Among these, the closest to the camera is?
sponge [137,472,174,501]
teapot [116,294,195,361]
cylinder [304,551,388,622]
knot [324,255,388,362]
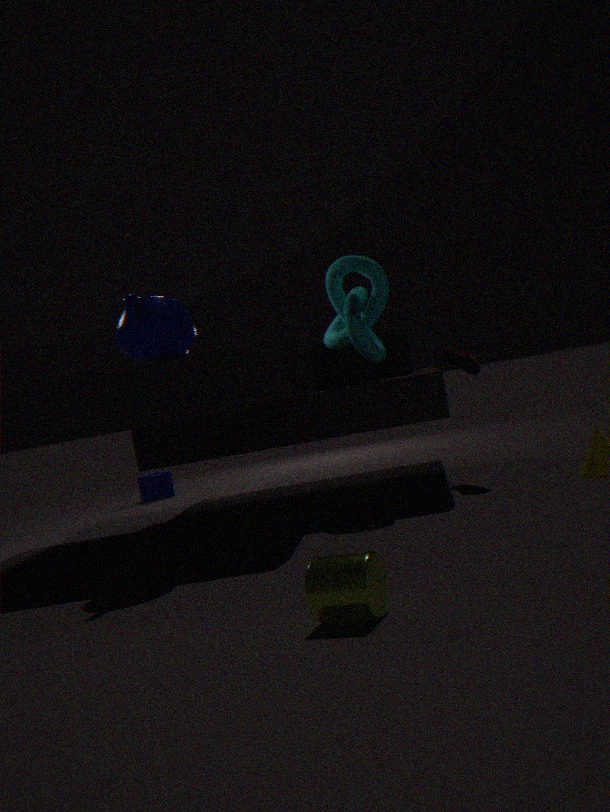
cylinder [304,551,388,622]
